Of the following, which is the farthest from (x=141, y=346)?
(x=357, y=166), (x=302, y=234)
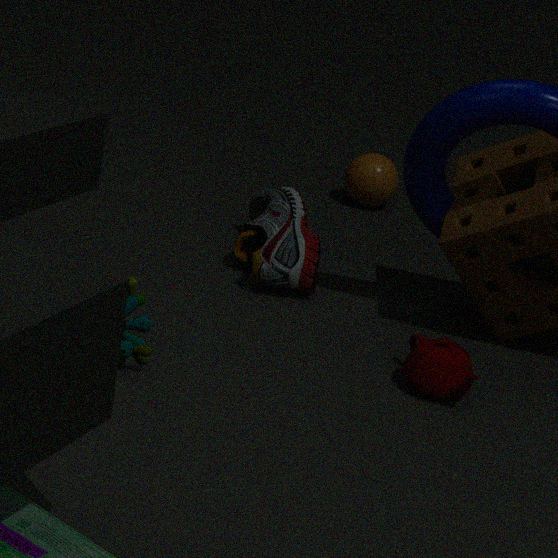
(x=357, y=166)
